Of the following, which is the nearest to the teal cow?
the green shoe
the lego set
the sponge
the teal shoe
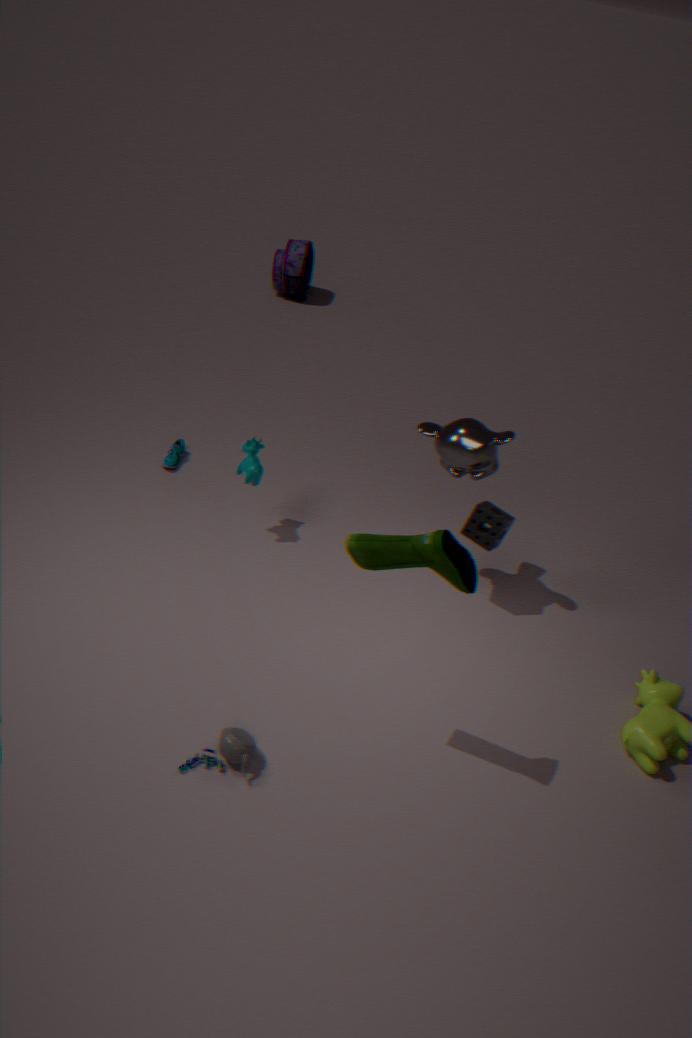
the teal shoe
